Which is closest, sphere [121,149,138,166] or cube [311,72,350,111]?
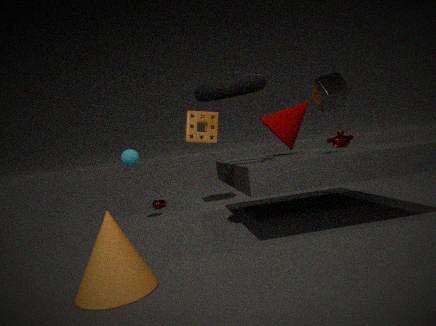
cube [311,72,350,111]
